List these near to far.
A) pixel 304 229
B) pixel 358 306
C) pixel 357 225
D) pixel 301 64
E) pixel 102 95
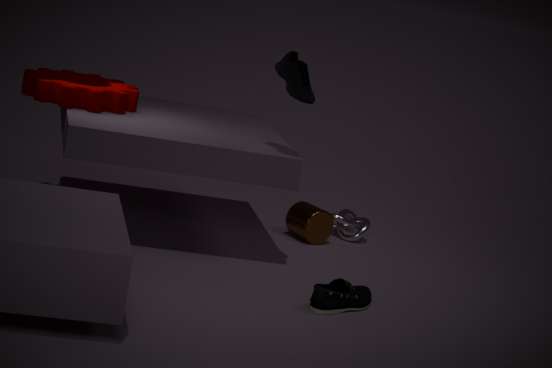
1. pixel 358 306
2. pixel 301 64
3. pixel 102 95
4. pixel 304 229
5. pixel 357 225
